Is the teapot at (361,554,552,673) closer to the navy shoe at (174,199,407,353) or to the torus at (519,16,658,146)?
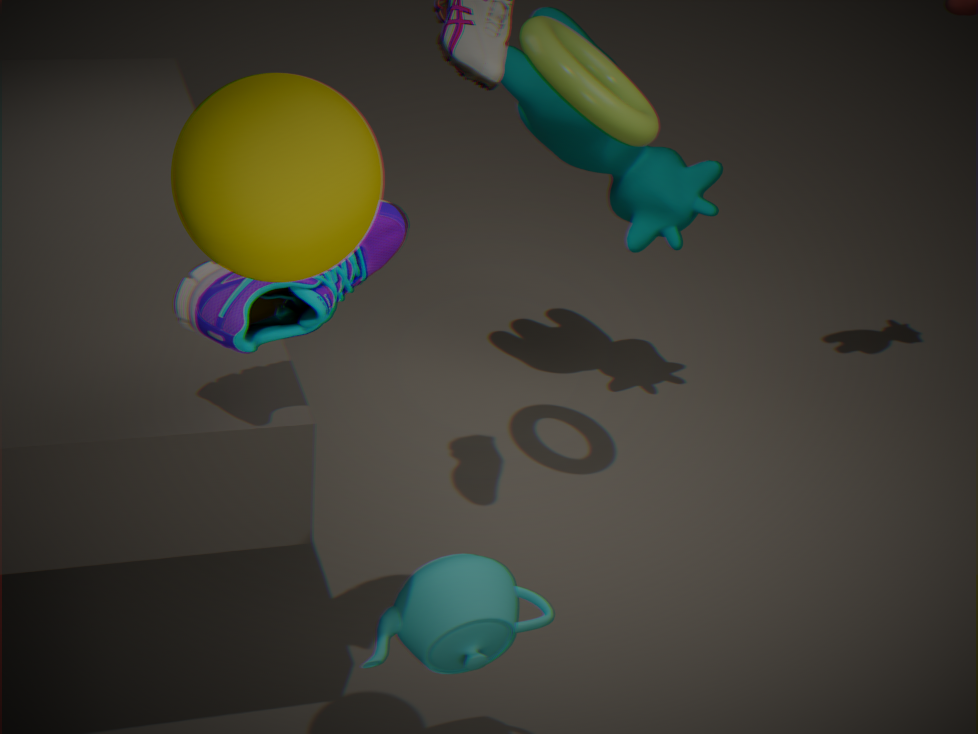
the navy shoe at (174,199,407,353)
